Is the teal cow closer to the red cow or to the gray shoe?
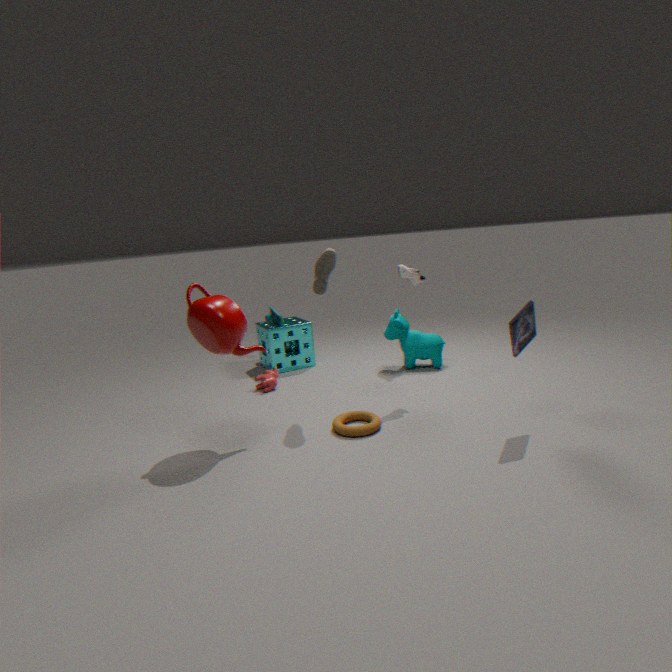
the gray shoe
